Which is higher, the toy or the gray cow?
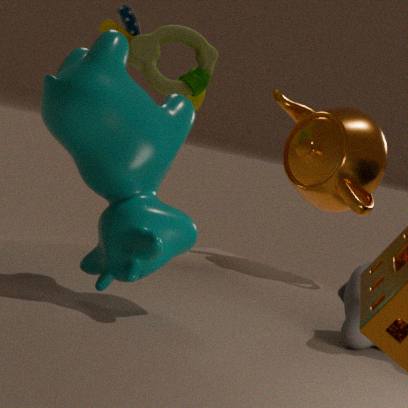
the toy
